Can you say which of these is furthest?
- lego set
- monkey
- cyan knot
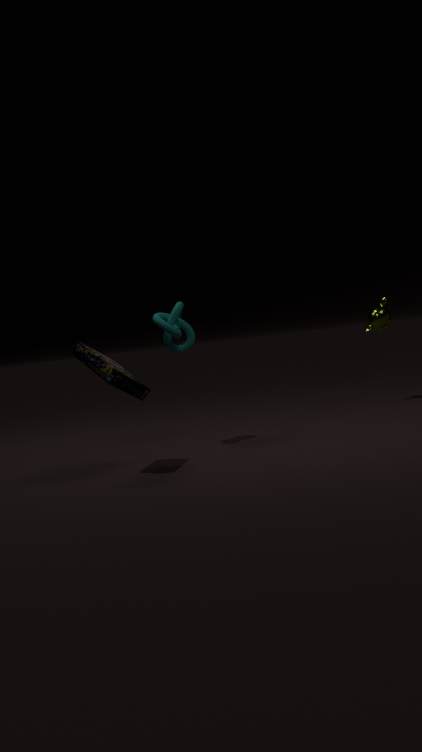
monkey
